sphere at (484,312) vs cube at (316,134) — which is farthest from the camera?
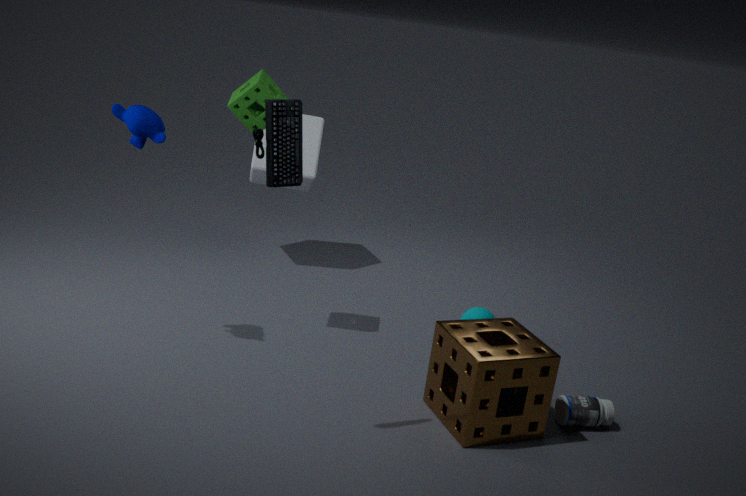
cube at (316,134)
